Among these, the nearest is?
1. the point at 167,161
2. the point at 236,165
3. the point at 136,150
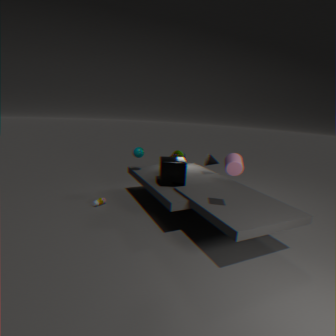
the point at 236,165
